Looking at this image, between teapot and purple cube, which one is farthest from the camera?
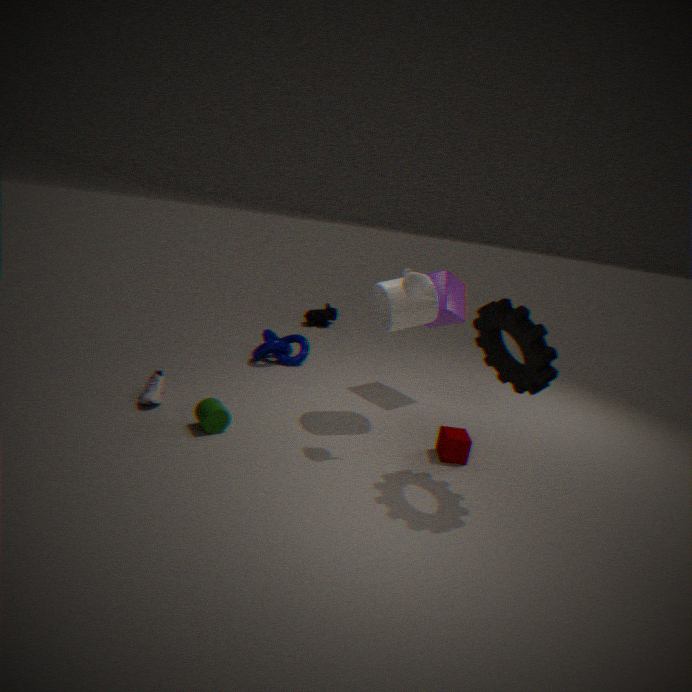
purple cube
